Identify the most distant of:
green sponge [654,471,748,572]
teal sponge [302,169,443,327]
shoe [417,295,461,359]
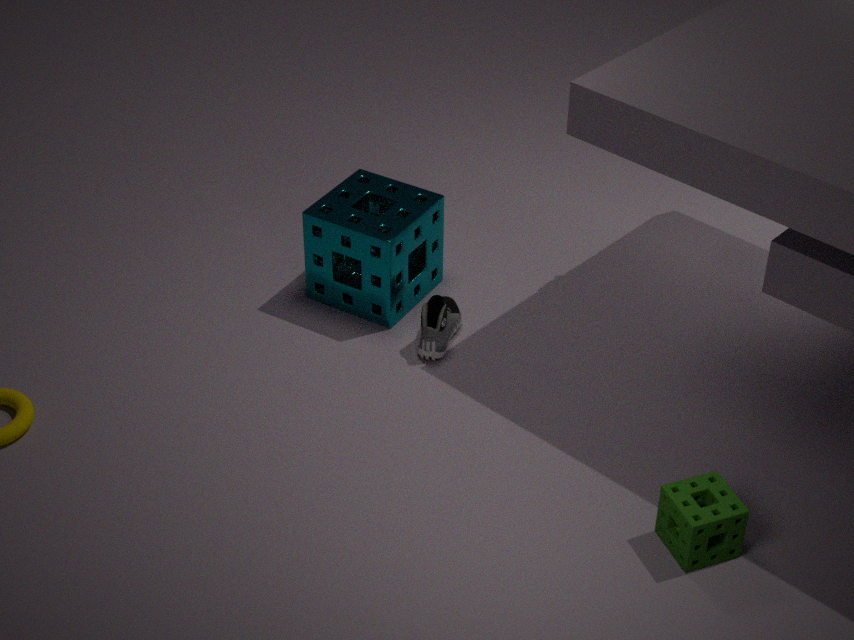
teal sponge [302,169,443,327]
